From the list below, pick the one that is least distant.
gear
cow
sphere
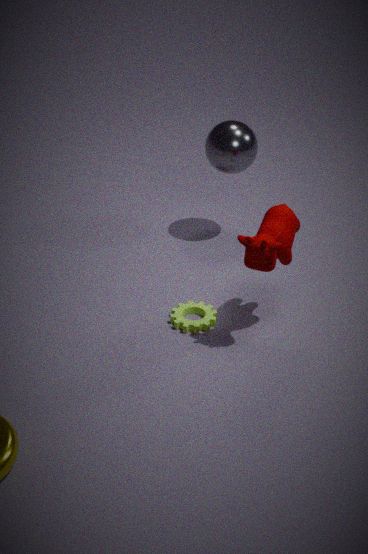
cow
